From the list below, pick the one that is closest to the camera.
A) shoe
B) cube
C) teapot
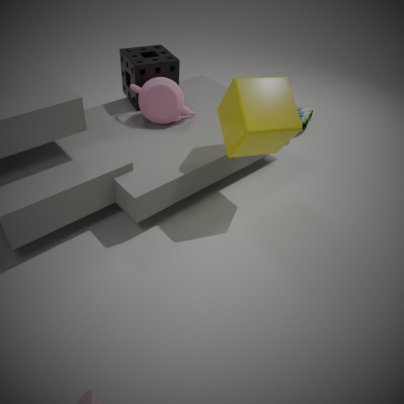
B. cube
